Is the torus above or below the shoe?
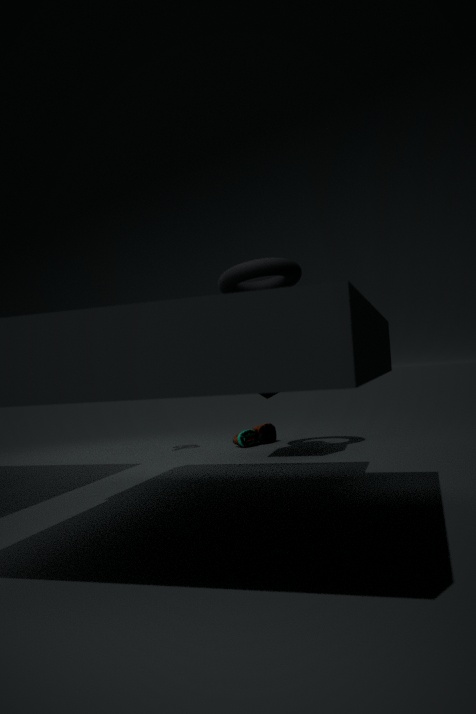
above
